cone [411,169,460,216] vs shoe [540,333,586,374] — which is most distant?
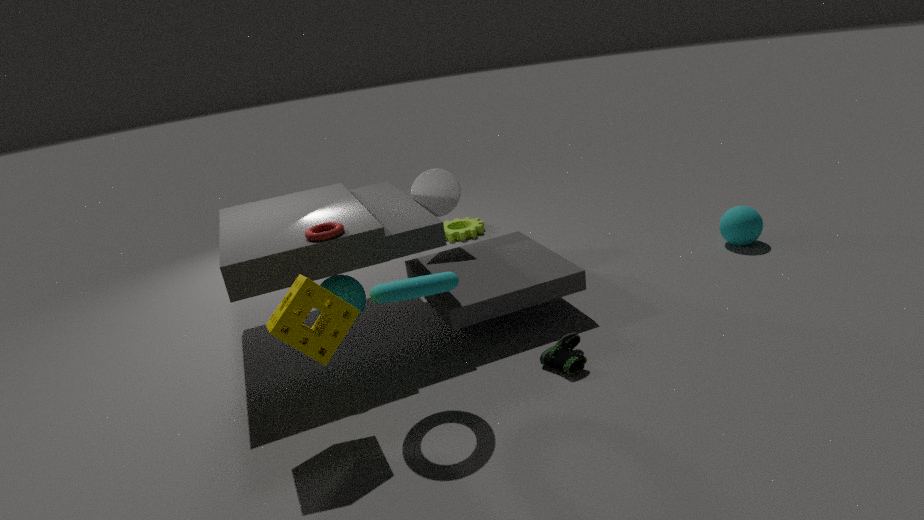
cone [411,169,460,216]
